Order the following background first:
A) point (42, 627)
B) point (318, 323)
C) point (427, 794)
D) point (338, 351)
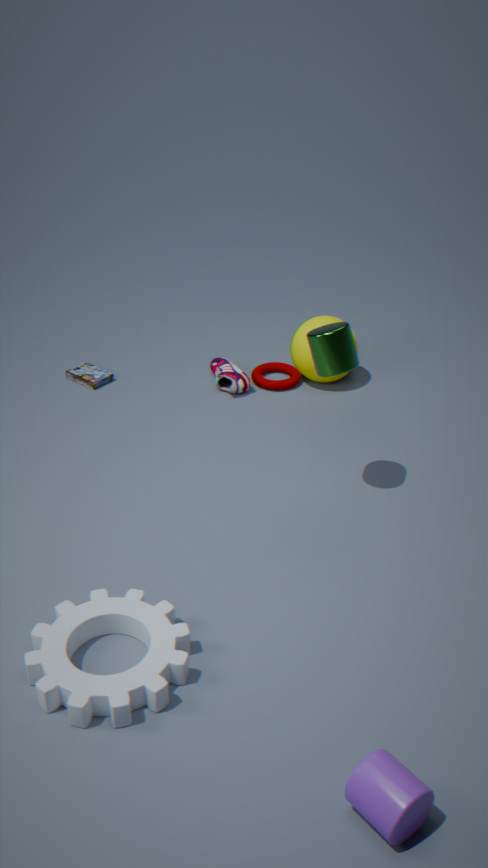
point (318, 323)
point (338, 351)
point (42, 627)
point (427, 794)
